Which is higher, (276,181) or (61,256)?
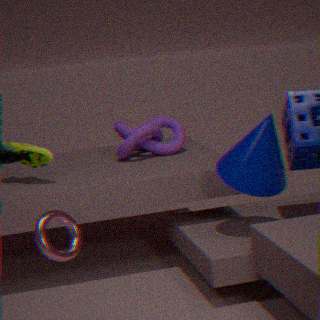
(276,181)
